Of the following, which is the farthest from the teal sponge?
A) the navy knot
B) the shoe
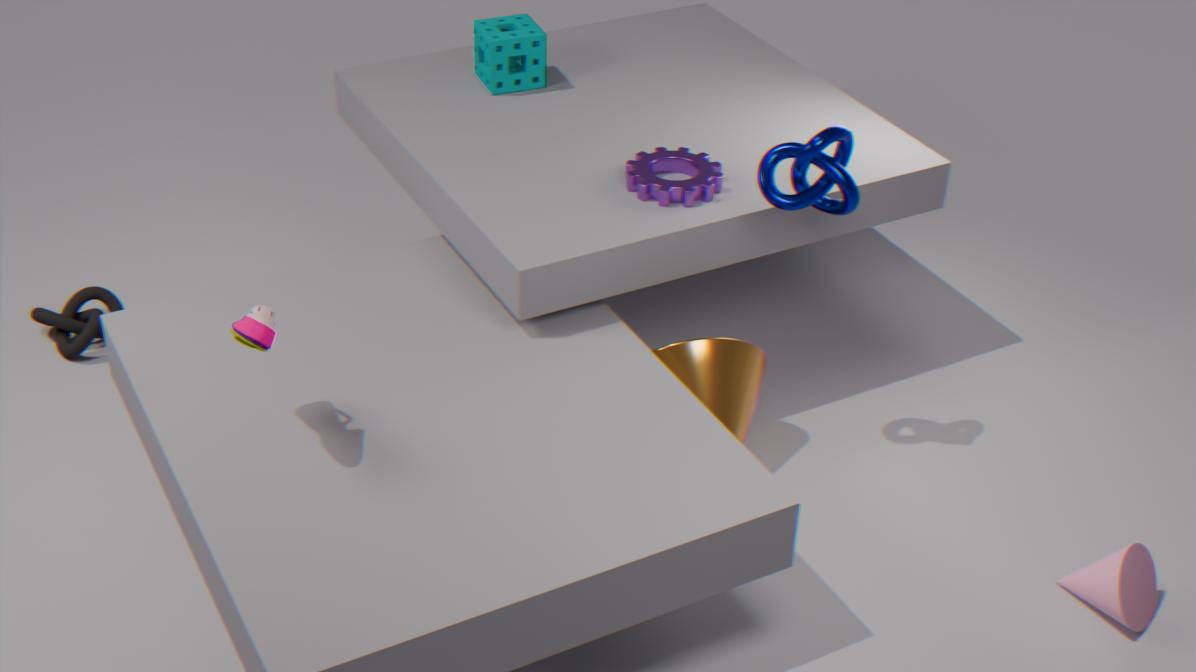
the shoe
